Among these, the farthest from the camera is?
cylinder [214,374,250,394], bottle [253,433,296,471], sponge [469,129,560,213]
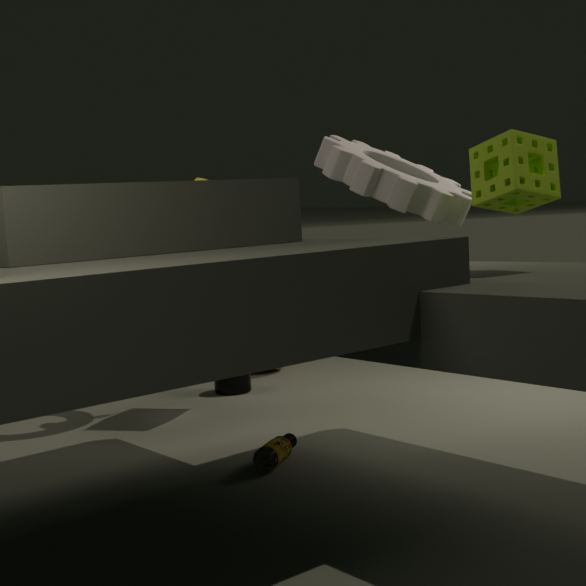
cylinder [214,374,250,394]
